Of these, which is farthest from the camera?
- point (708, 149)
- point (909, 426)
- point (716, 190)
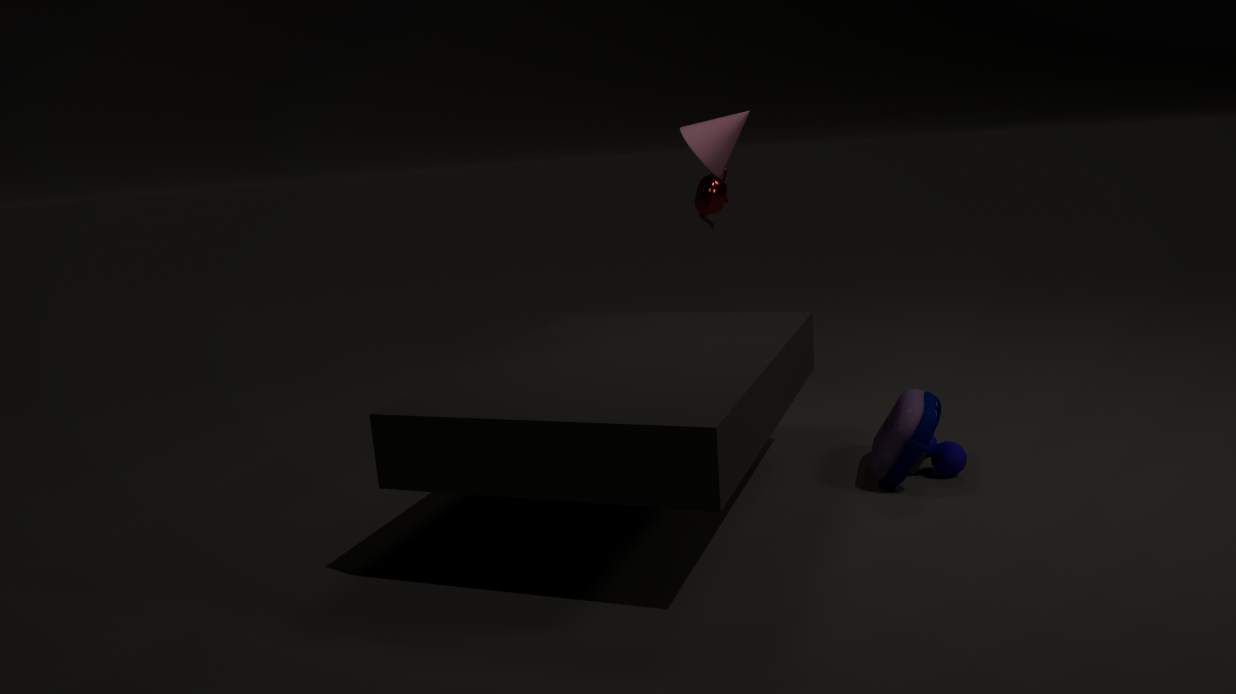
point (716, 190)
